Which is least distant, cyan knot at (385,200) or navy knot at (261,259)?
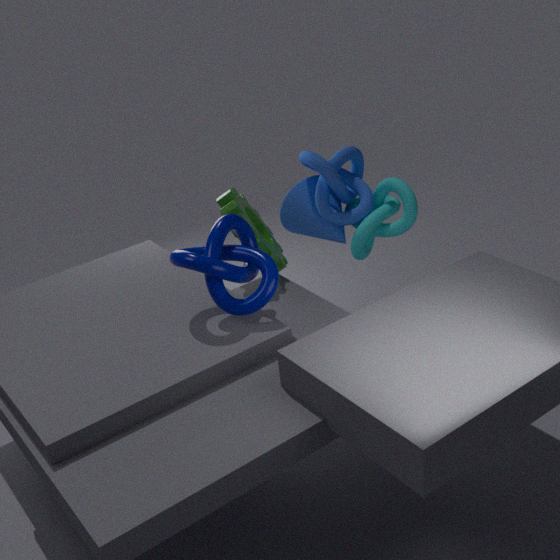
navy knot at (261,259)
